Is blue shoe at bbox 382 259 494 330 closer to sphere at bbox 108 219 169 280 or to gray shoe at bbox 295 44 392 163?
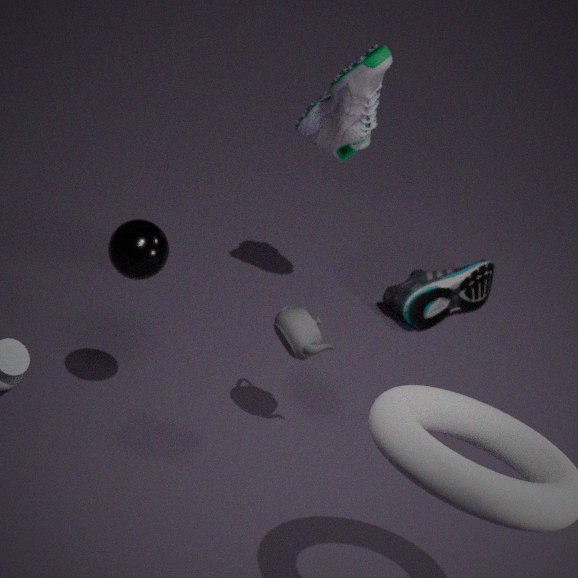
gray shoe at bbox 295 44 392 163
